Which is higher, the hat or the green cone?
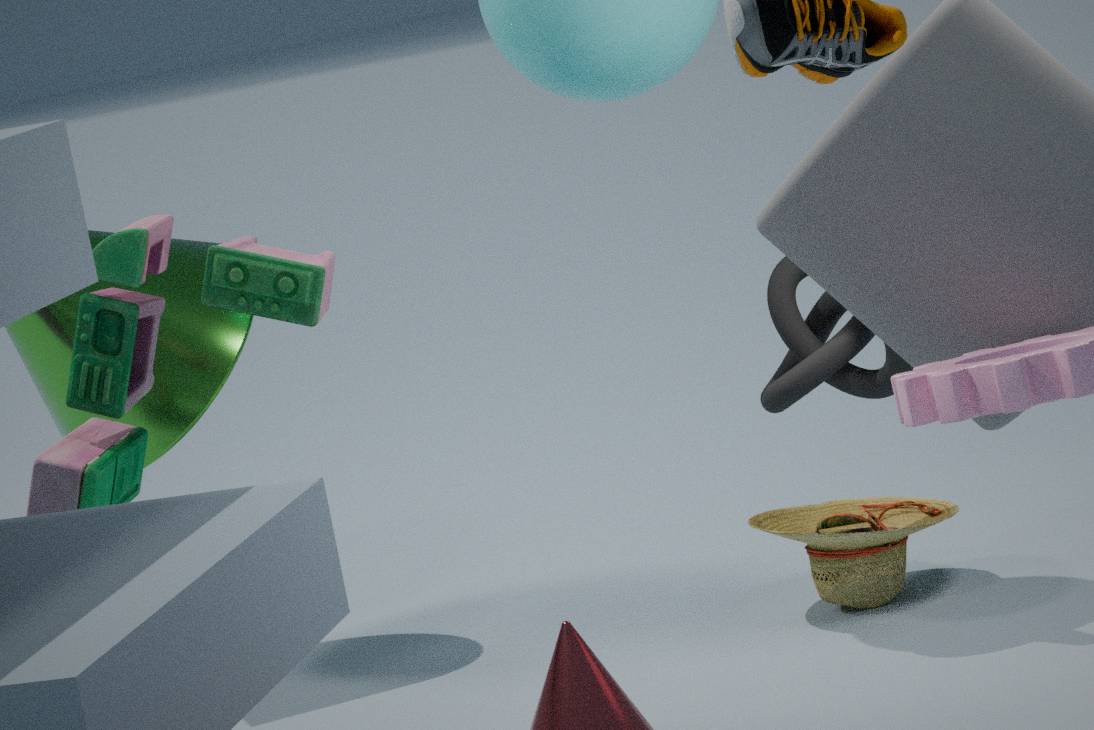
the green cone
